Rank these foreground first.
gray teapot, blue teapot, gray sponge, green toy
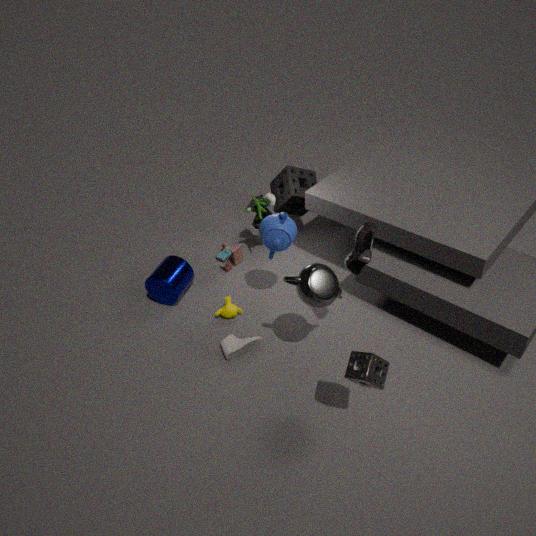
gray sponge, gray teapot, blue teapot, green toy
